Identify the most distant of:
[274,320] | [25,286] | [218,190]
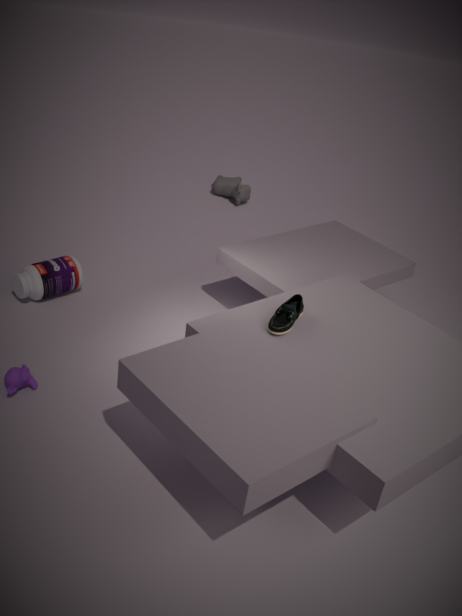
[218,190]
